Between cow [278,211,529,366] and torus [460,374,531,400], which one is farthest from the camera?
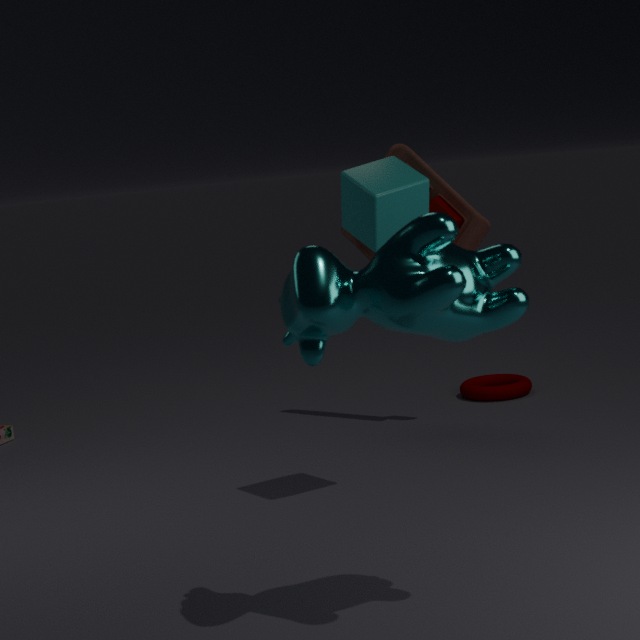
torus [460,374,531,400]
